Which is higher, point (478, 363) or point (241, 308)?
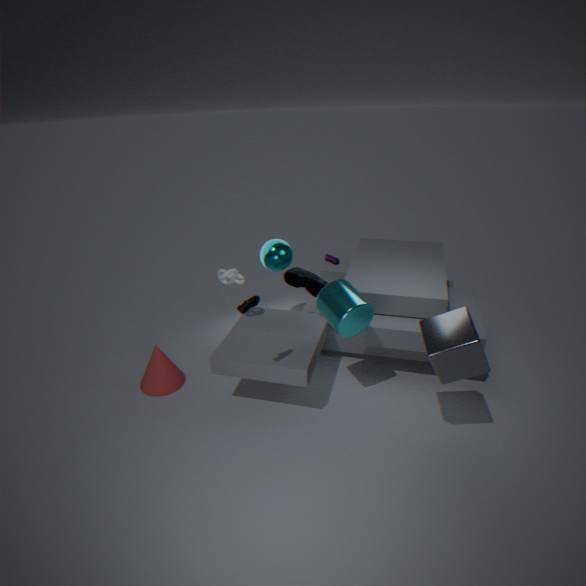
point (241, 308)
